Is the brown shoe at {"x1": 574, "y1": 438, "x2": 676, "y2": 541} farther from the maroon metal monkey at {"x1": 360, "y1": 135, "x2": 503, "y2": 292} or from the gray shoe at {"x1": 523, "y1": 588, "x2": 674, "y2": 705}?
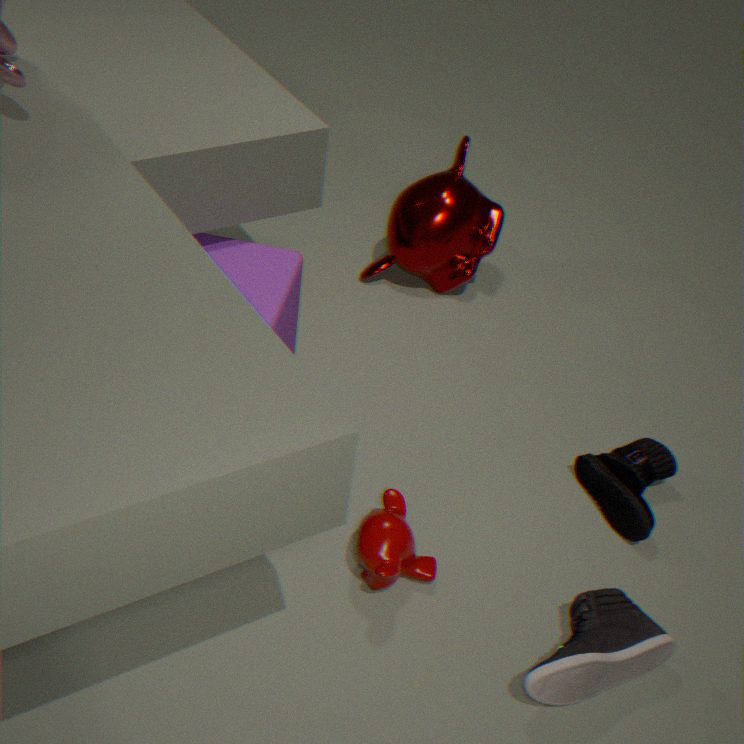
the maroon metal monkey at {"x1": 360, "y1": 135, "x2": 503, "y2": 292}
